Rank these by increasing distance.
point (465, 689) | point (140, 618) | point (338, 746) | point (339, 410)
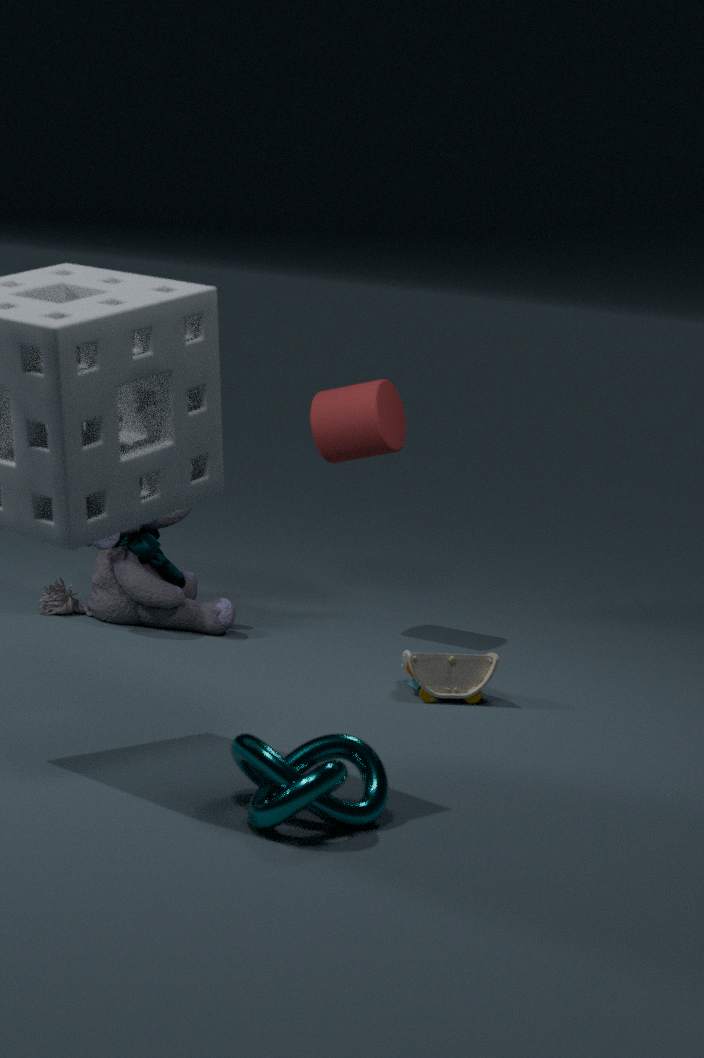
point (338, 746), point (465, 689), point (140, 618), point (339, 410)
